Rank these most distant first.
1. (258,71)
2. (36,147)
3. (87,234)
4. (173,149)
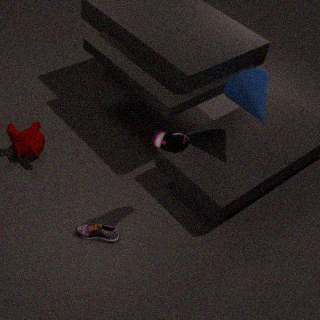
(36,147)
(258,71)
(87,234)
(173,149)
